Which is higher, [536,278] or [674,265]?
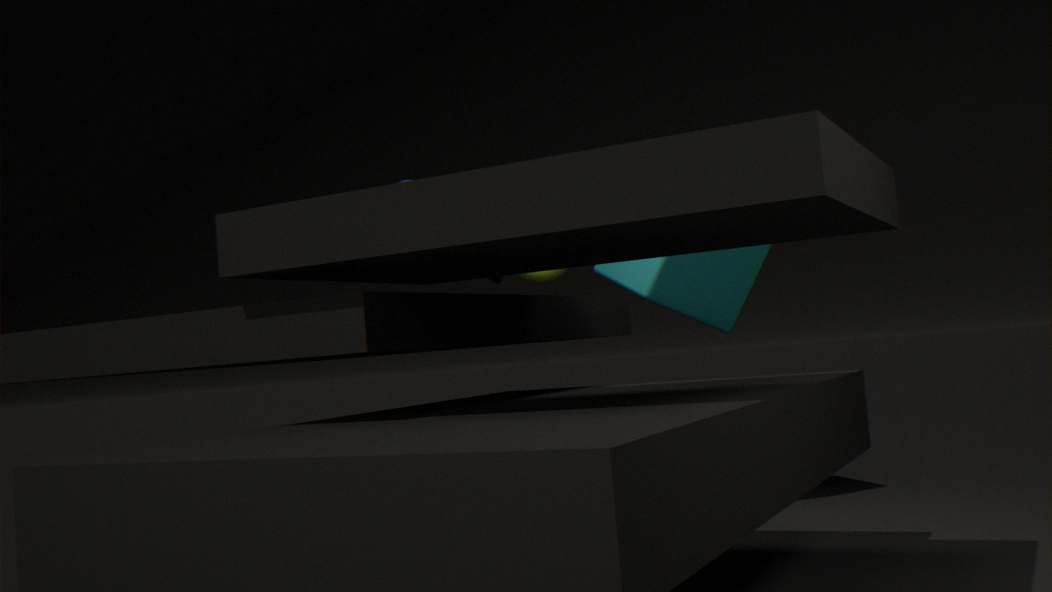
[536,278]
